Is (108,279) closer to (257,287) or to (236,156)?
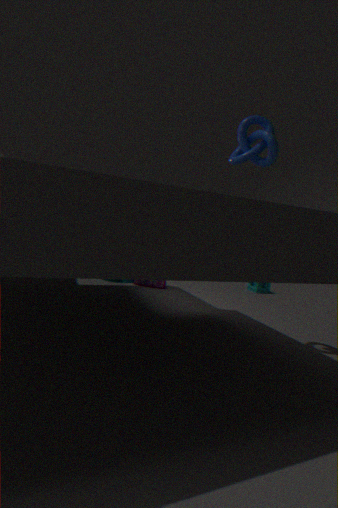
A: (257,287)
